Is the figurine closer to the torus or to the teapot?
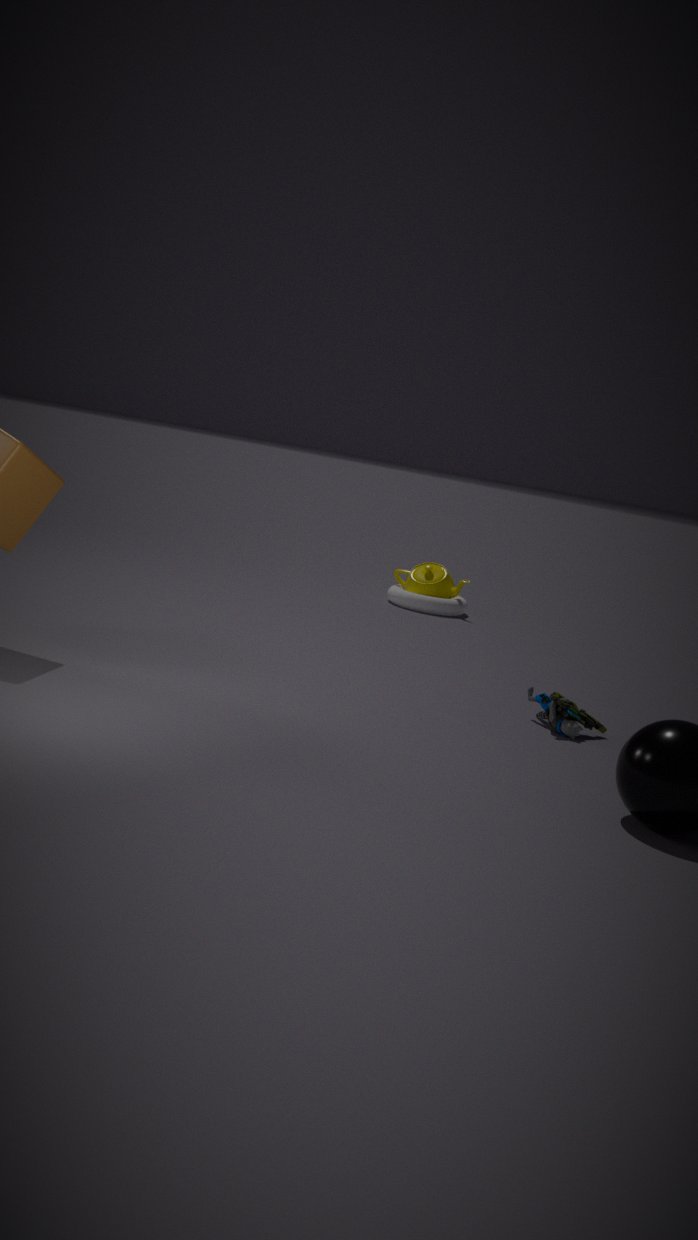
the torus
